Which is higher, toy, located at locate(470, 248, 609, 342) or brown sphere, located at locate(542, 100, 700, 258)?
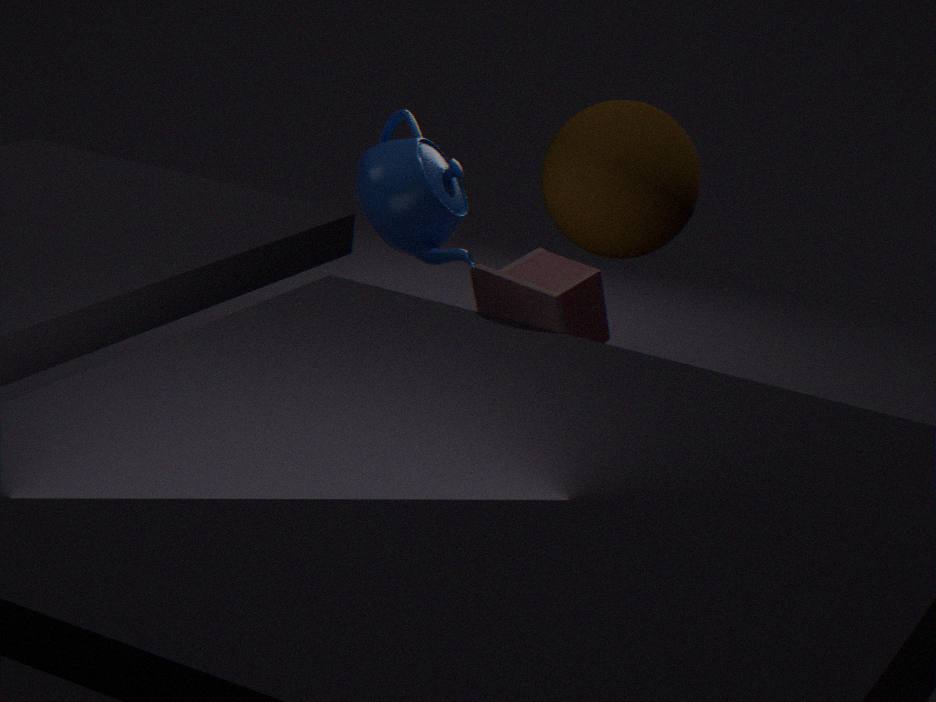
brown sphere, located at locate(542, 100, 700, 258)
